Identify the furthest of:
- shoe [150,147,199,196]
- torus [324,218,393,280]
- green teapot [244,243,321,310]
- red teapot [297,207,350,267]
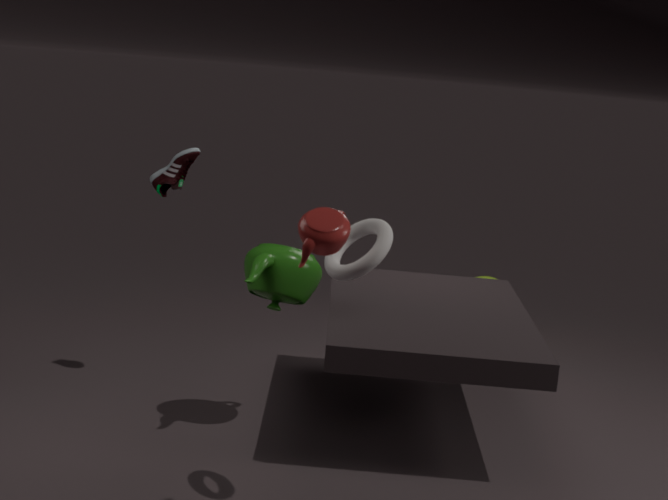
shoe [150,147,199,196]
